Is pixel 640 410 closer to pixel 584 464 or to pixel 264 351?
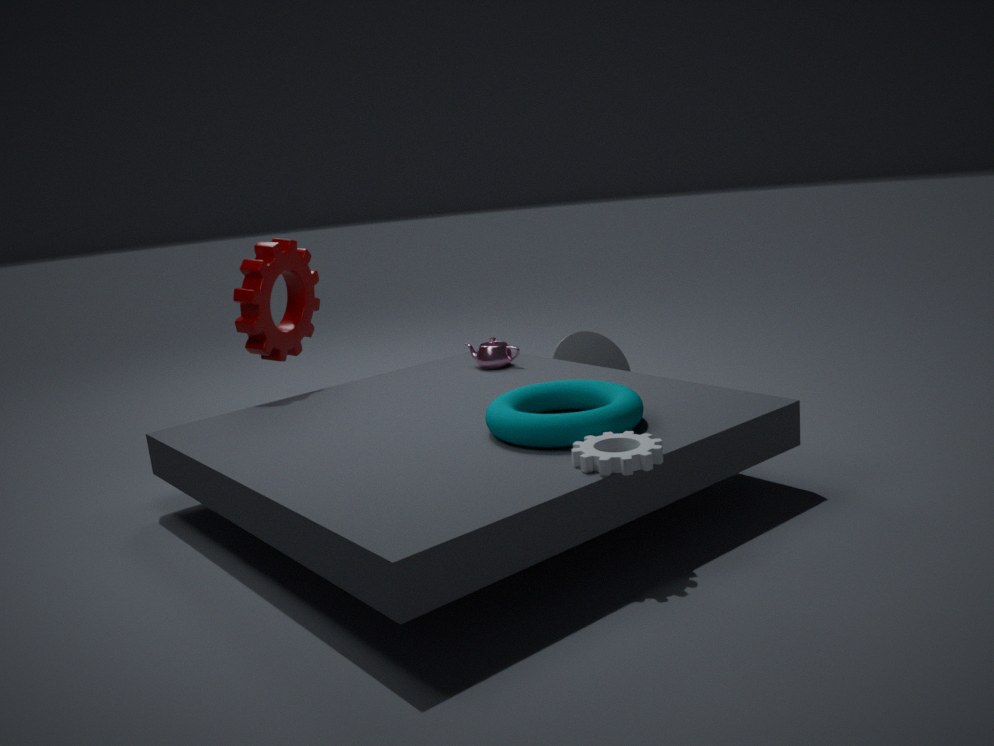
pixel 584 464
